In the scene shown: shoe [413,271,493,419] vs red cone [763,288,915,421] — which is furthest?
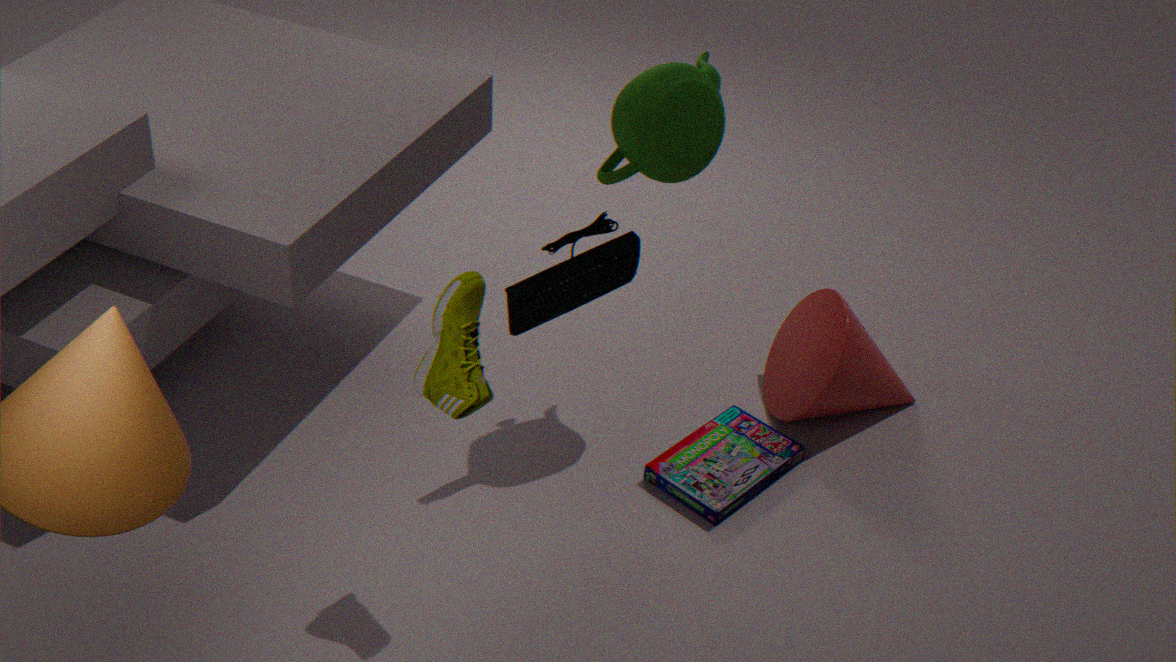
red cone [763,288,915,421]
